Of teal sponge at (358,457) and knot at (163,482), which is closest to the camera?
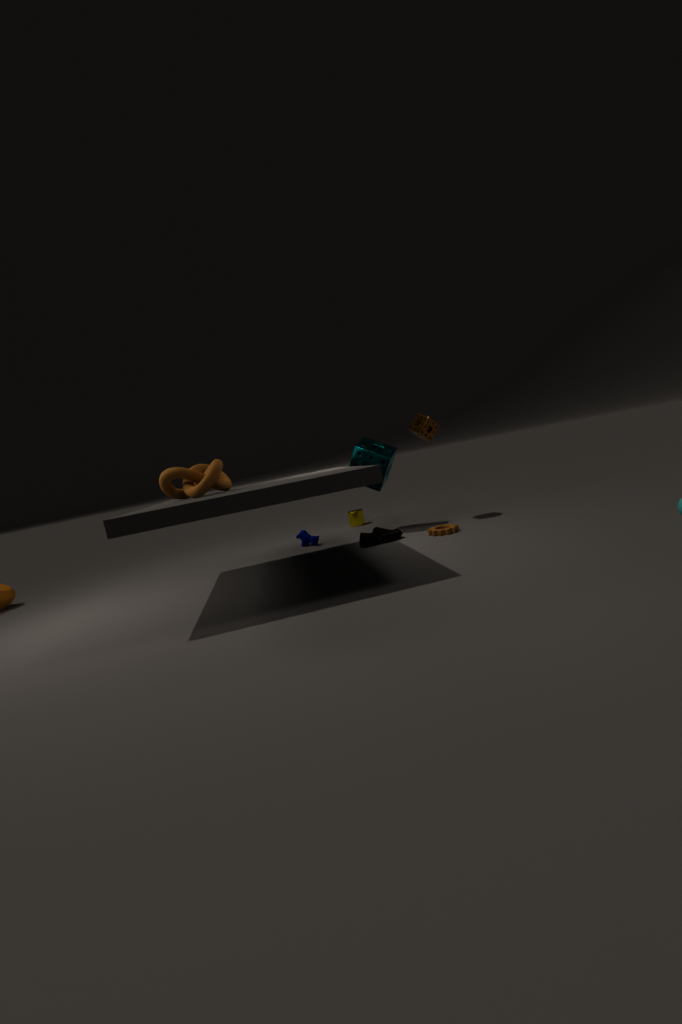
knot at (163,482)
